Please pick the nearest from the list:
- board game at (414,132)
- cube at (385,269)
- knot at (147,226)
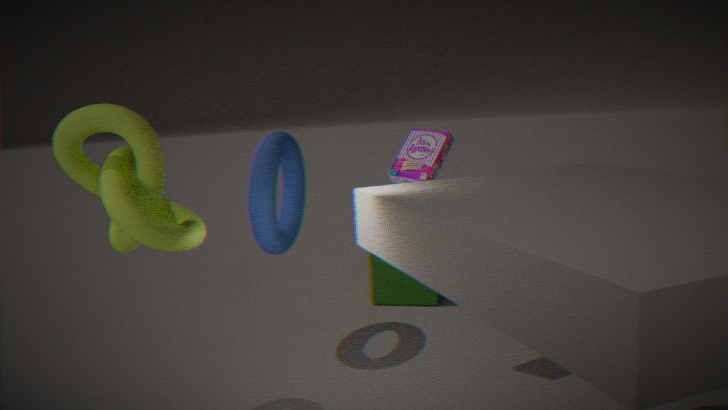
knot at (147,226)
